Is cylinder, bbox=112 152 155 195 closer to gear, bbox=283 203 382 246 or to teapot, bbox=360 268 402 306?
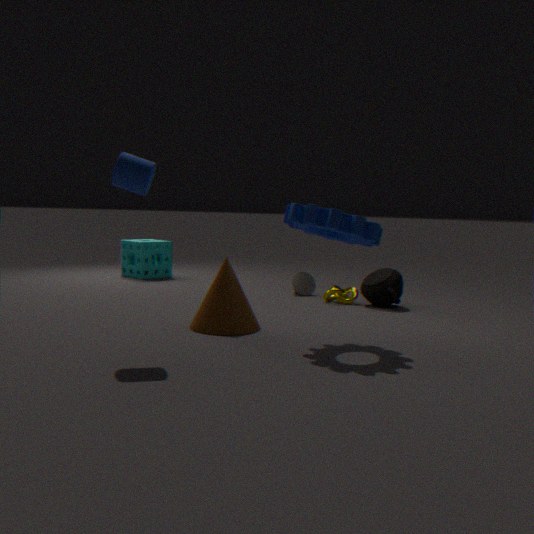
gear, bbox=283 203 382 246
